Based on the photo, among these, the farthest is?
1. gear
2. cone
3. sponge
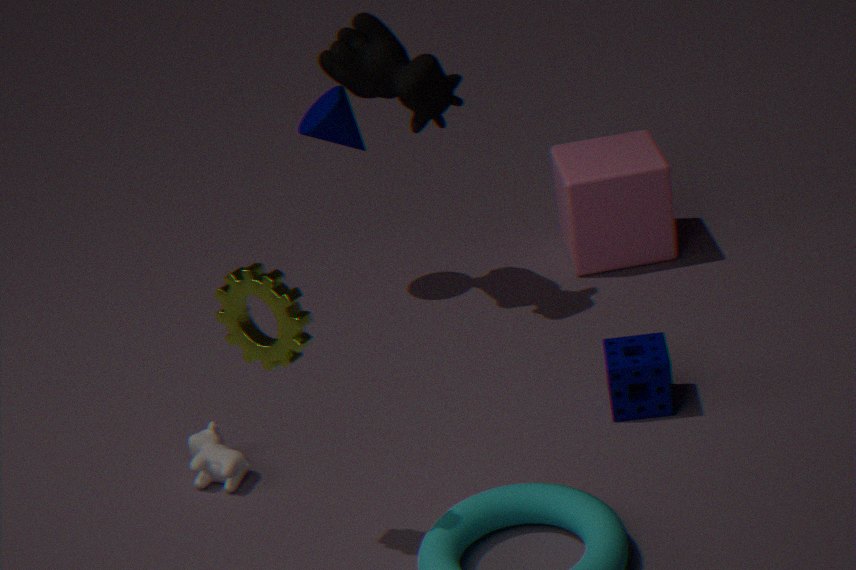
cone
